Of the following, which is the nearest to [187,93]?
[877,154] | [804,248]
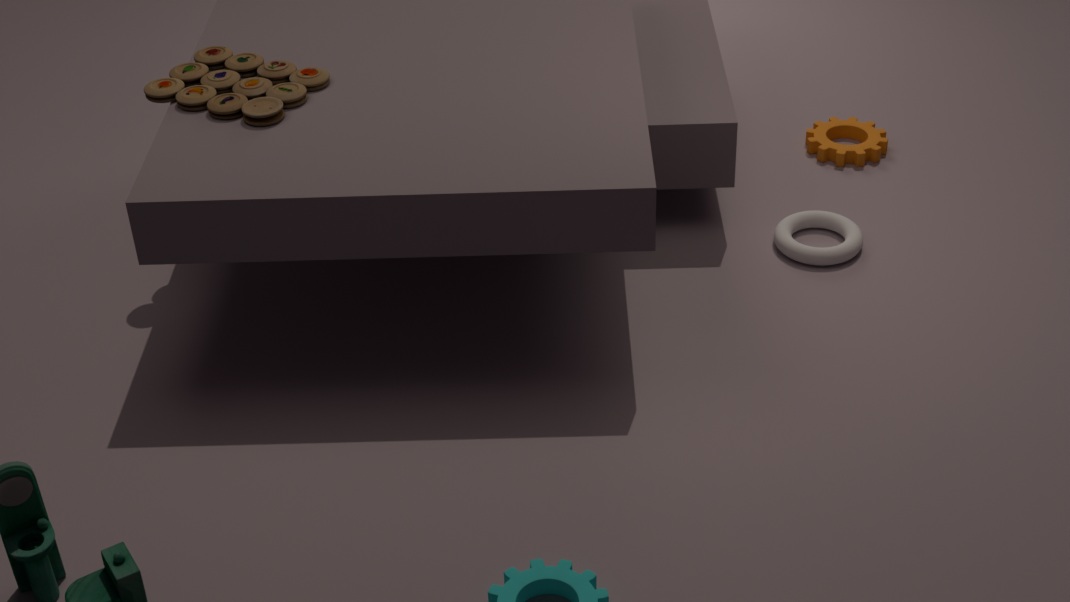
[804,248]
